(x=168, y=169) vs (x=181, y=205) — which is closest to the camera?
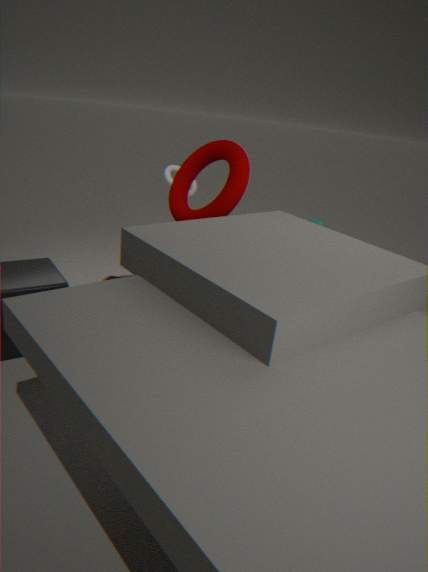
(x=181, y=205)
